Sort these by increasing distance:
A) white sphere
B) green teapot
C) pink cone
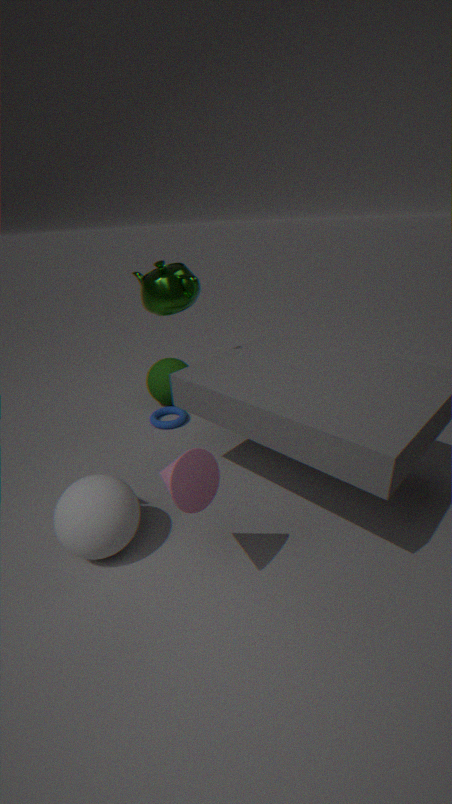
pink cone → white sphere → green teapot
